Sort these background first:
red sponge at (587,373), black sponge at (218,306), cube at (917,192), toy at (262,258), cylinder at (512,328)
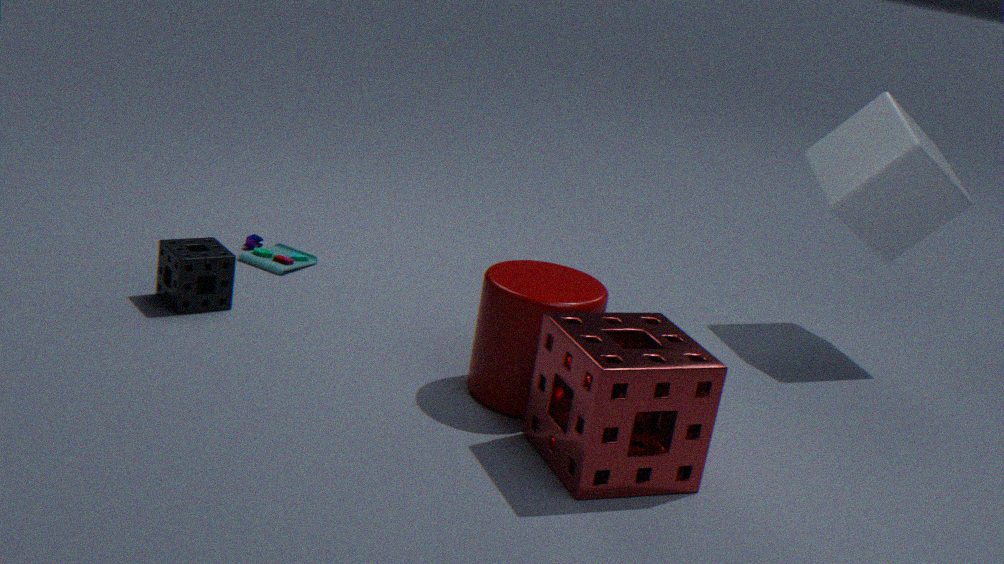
1. toy at (262,258)
2. cube at (917,192)
3. black sponge at (218,306)
4. cylinder at (512,328)
5. red sponge at (587,373)
